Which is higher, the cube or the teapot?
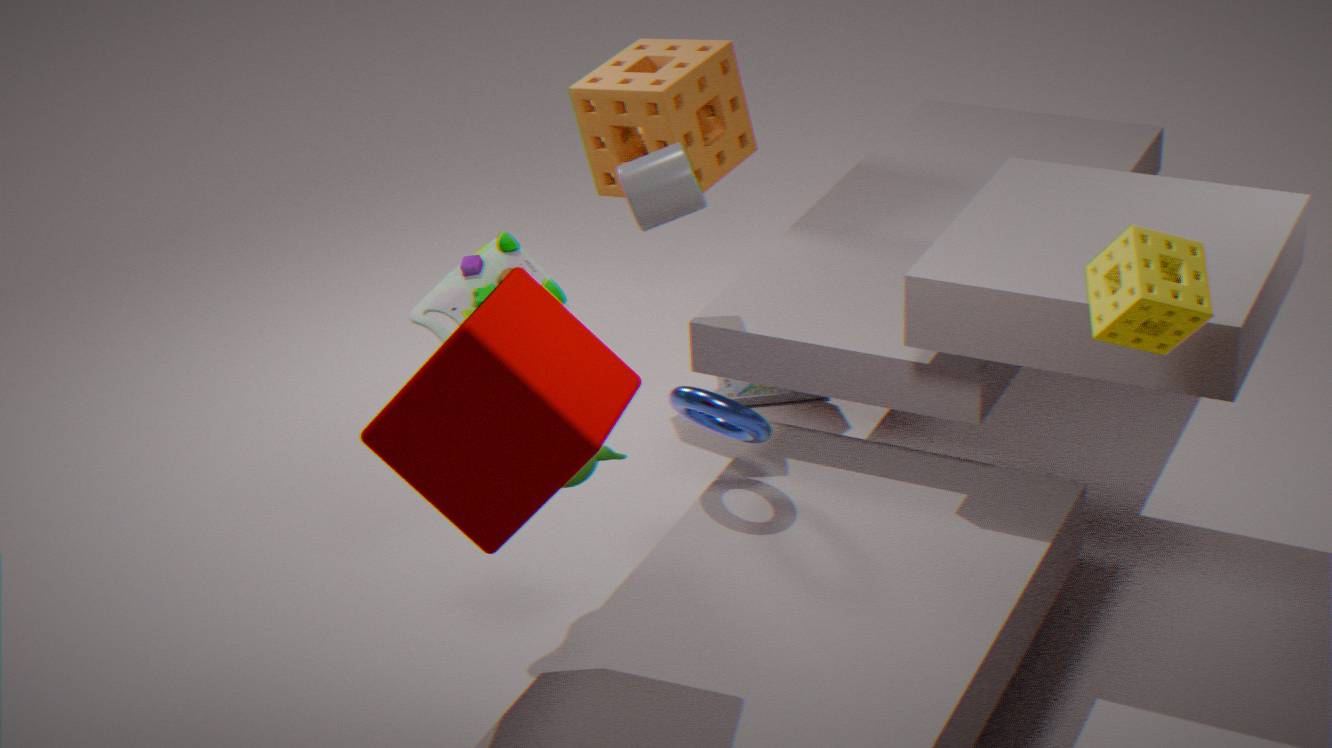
the cube
